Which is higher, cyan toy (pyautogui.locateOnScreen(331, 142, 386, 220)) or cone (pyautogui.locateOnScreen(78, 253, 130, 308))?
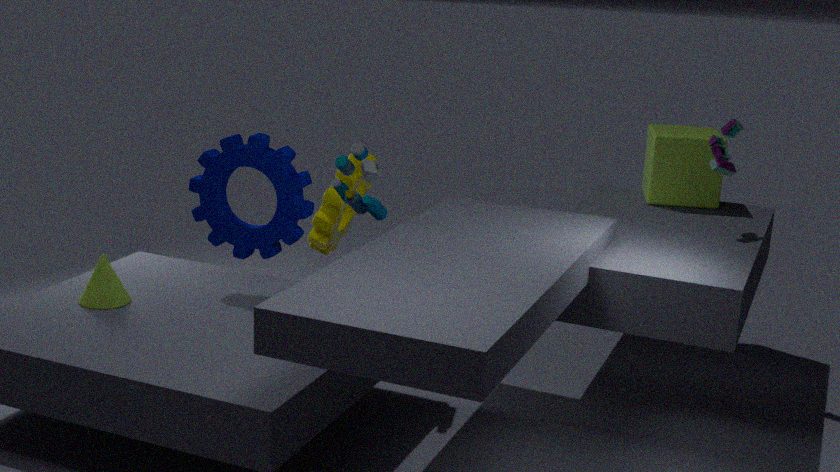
cyan toy (pyautogui.locateOnScreen(331, 142, 386, 220))
